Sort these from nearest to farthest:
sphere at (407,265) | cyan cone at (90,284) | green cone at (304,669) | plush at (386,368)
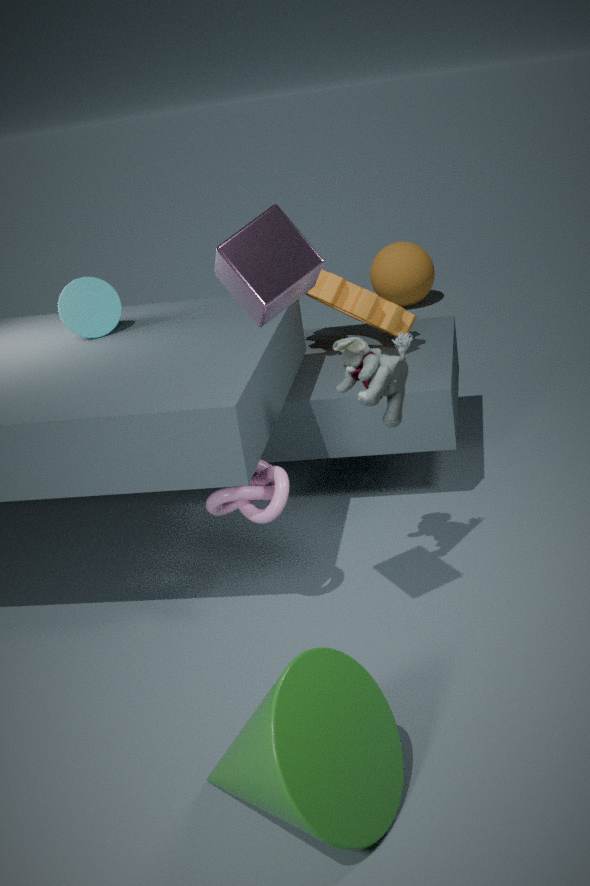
1. green cone at (304,669)
2. plush at (386,368)
3. cyan cone at (90,284)
4. sphere at (407,265)
